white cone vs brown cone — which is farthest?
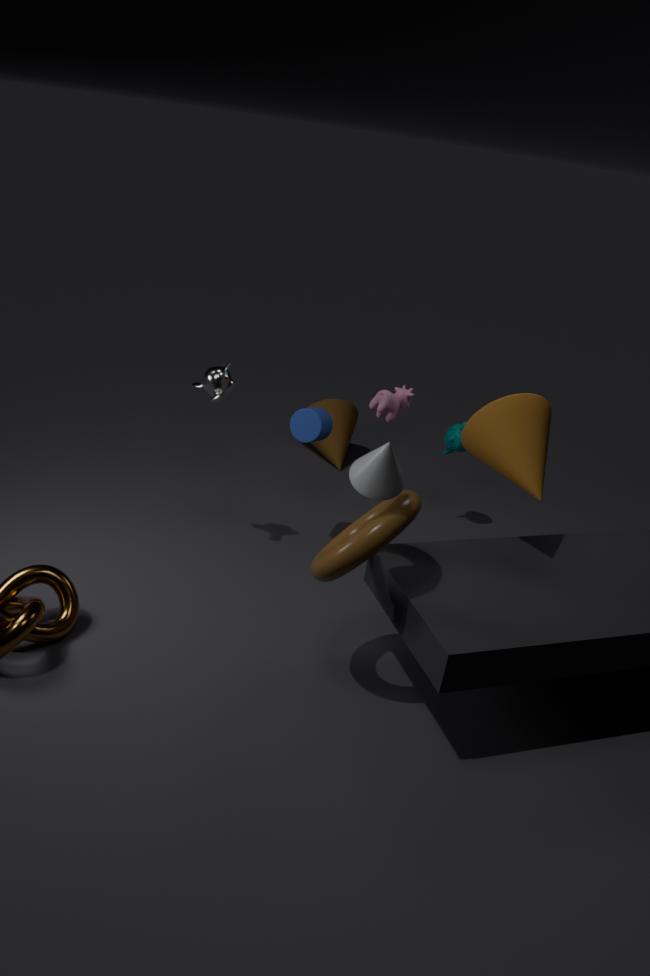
brown cone
